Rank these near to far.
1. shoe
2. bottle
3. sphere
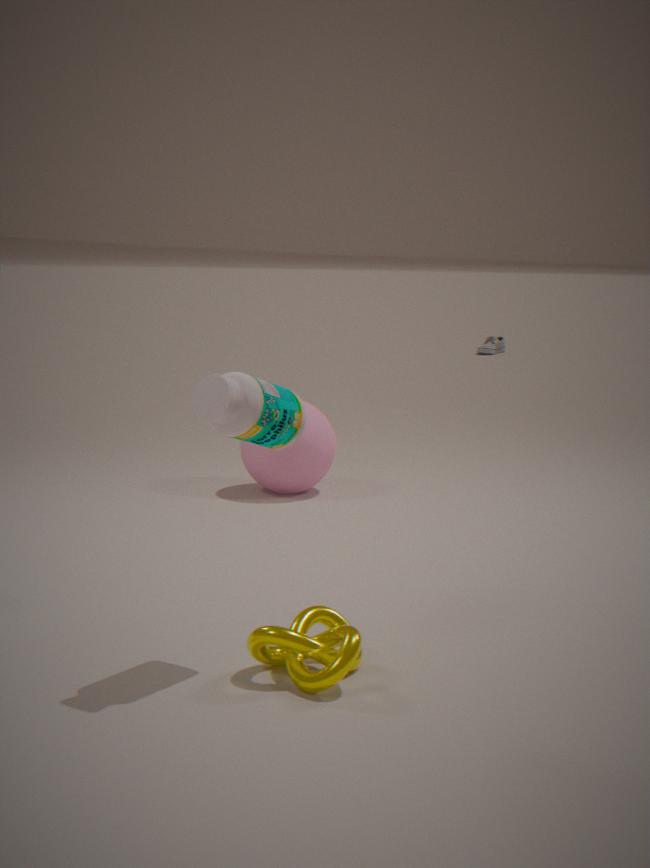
bottle
sphere
shoe
